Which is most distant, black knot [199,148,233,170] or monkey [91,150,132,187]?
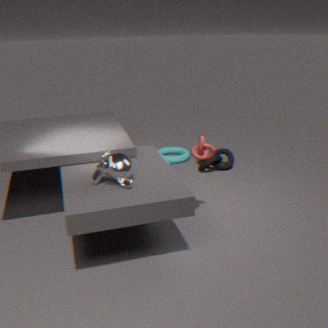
black knot [199,148,233,170]
